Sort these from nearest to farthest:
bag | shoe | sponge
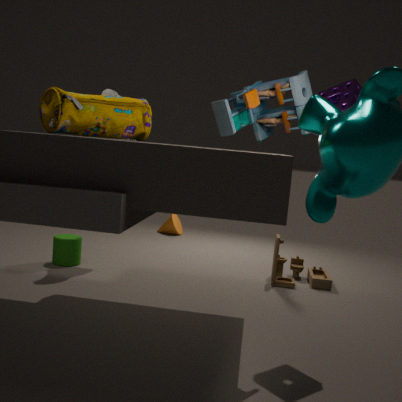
bag
sponge
shoe
